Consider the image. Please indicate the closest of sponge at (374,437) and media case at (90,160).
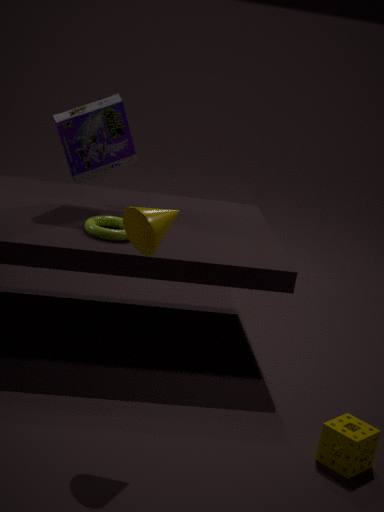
sponge at (374,437)
